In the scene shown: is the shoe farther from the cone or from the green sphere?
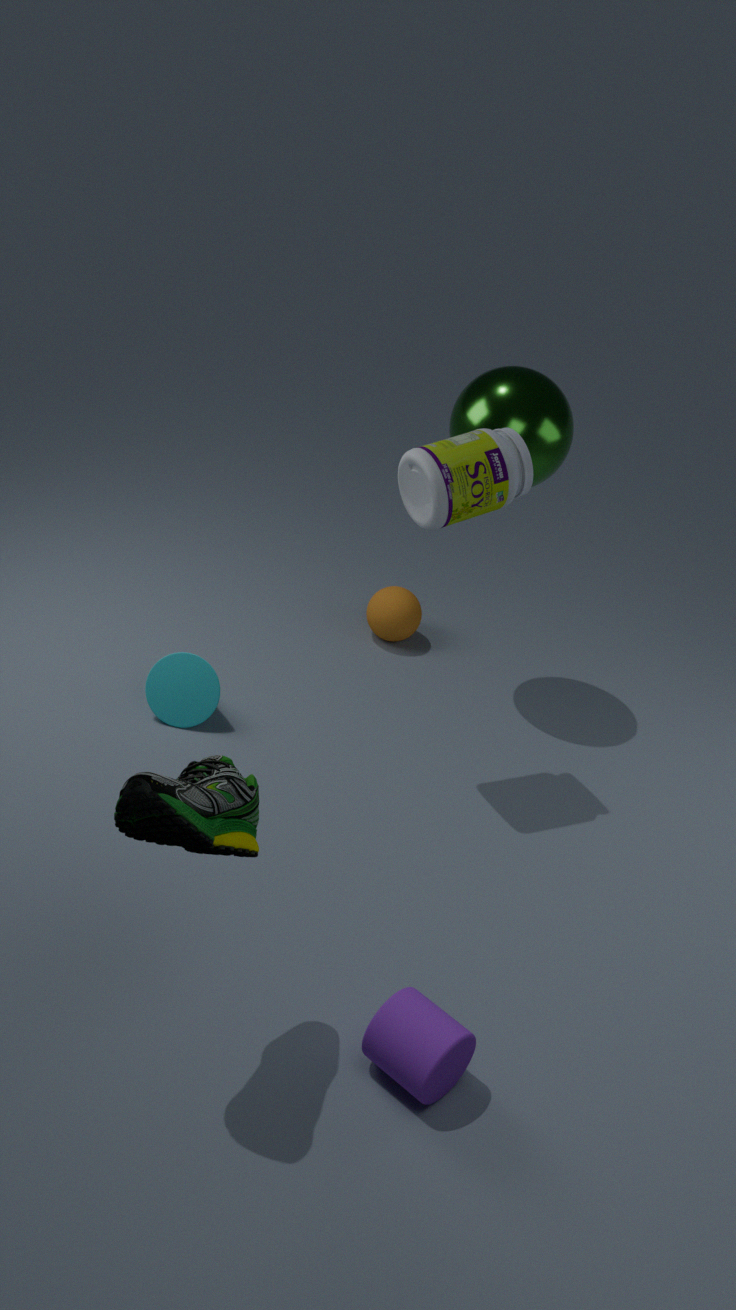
the green sphere
